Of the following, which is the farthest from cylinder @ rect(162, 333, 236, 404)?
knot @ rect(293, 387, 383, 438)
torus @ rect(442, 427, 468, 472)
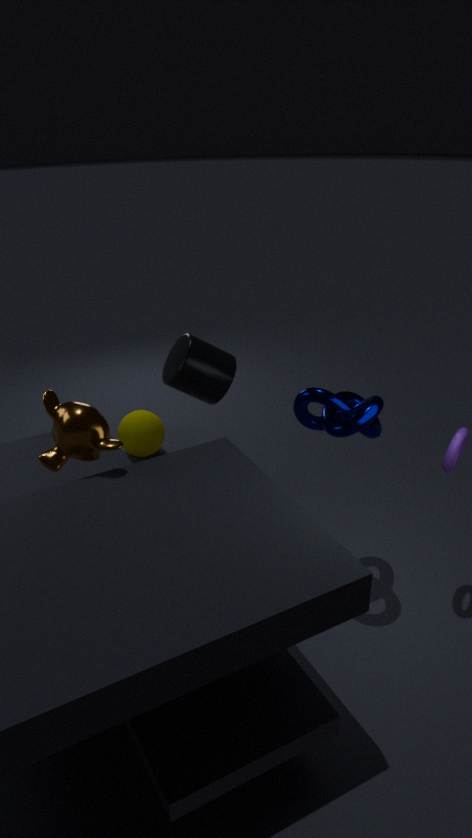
torus @ rect(442, 427, 468, 472)
